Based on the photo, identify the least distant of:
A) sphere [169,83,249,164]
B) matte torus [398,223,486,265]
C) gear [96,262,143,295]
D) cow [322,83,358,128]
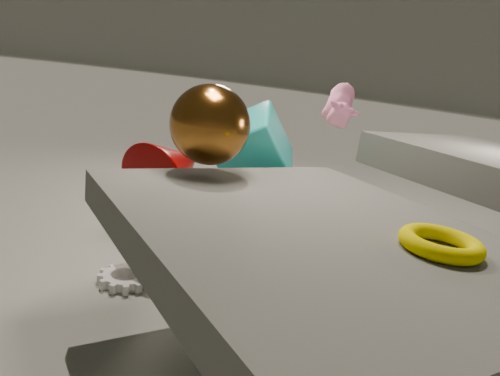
matte torus [398,223,486,265]
